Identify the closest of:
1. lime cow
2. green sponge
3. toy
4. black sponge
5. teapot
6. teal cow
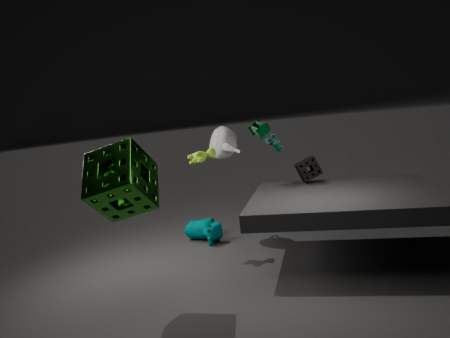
green sponge
